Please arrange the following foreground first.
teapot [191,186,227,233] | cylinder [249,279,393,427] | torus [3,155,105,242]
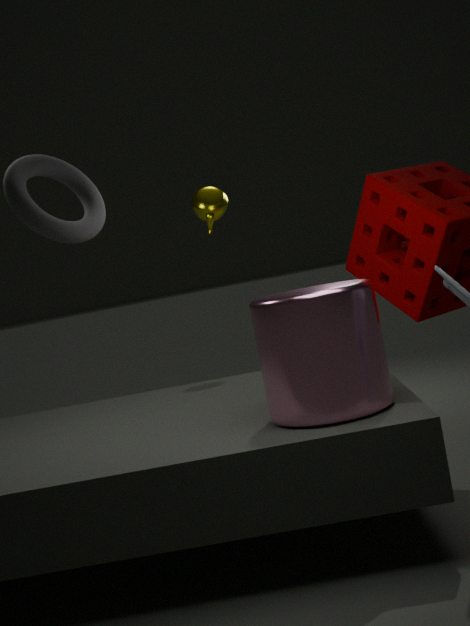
torus [3,155,105,242]
cylinder [249,279,393,427]
teapot [191,186,227,233]
